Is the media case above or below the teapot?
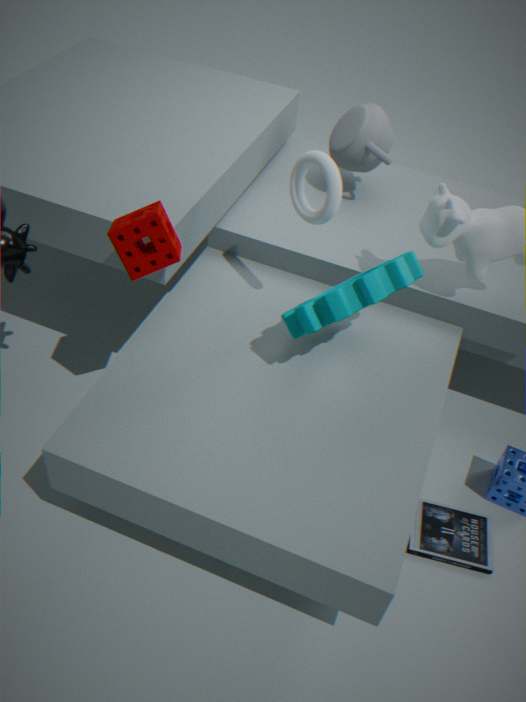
below
